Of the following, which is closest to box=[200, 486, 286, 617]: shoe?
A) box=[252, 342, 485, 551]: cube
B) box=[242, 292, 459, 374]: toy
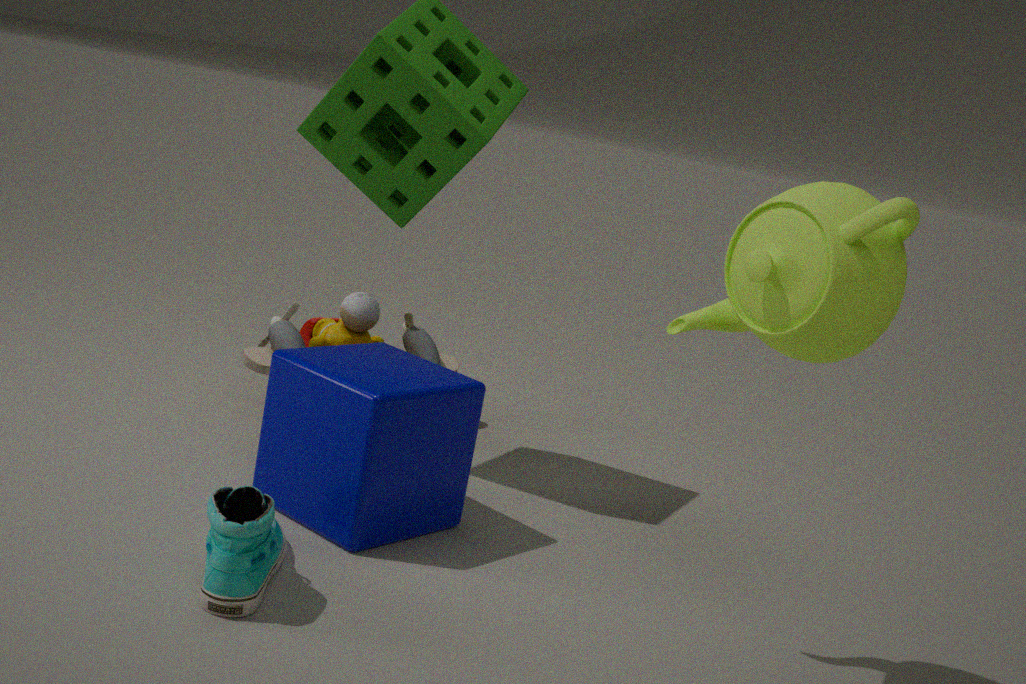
box=[252, 342, 485, 551]: cube
